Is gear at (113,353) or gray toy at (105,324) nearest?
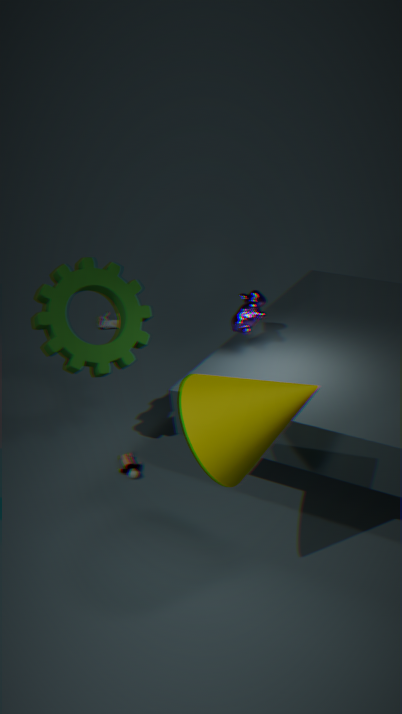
gear at (113,353)
